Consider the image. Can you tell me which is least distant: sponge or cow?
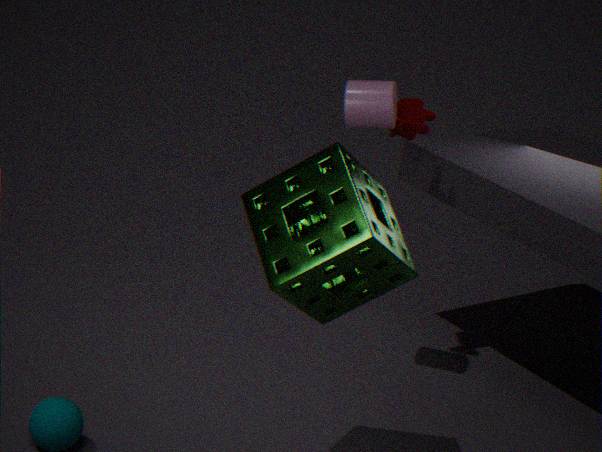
sponge
